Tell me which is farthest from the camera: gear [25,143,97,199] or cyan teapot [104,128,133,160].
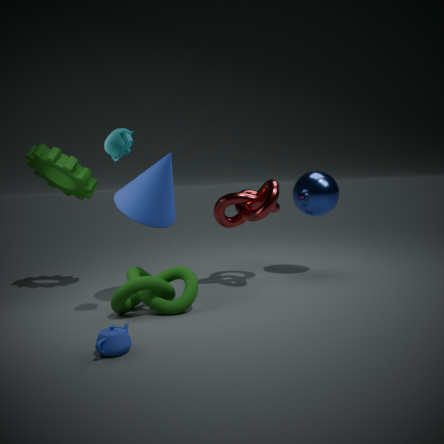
gear [25,143,97,199]
